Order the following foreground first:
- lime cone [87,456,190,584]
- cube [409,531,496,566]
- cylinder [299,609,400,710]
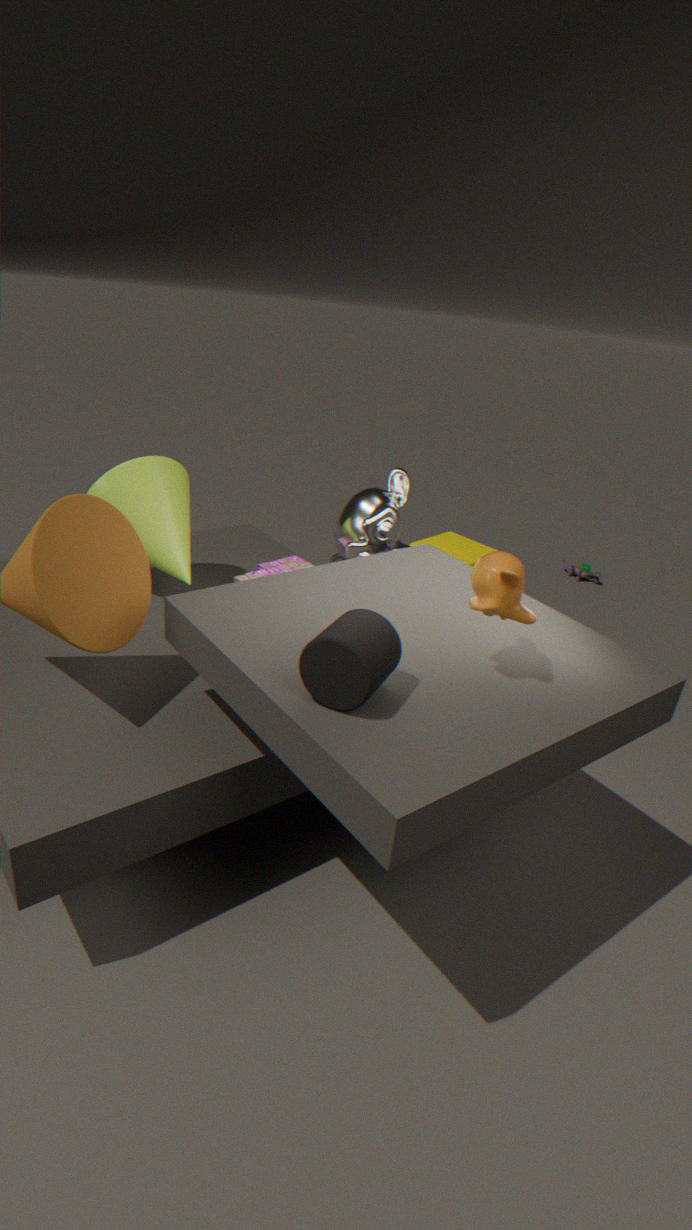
cylinder [299,609,400,710], lime cone [87,456,190,584], cube [409,531,496,566]
